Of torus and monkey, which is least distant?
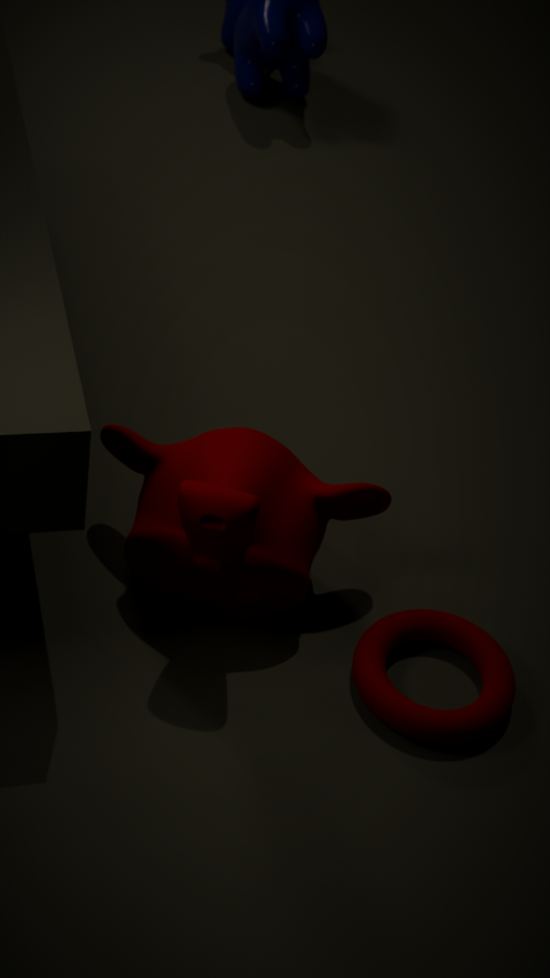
monkey
